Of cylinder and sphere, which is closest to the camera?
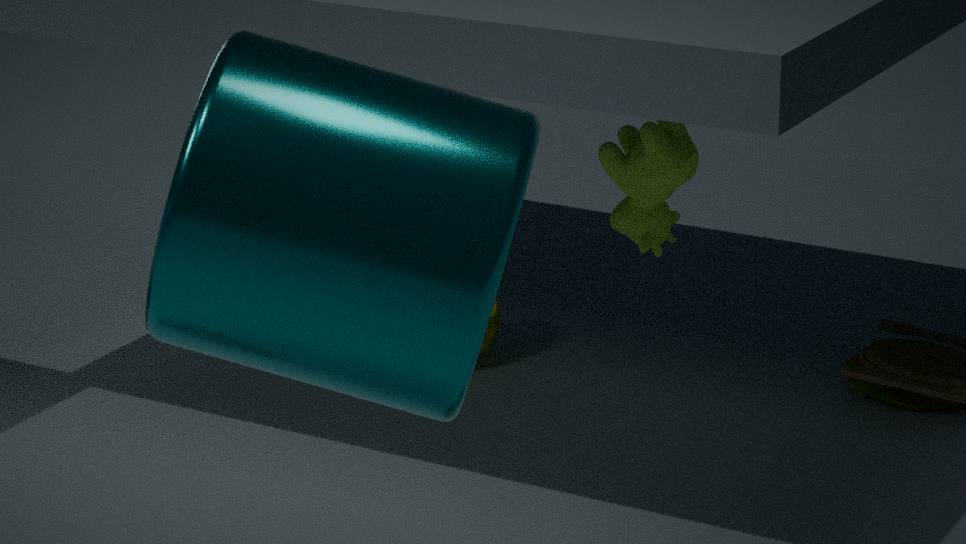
cylinder
